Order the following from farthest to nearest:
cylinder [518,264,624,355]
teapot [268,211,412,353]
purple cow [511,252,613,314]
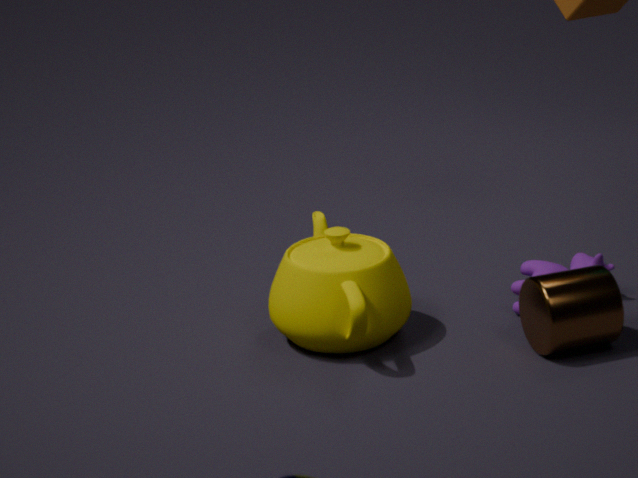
purple cow [511,252,613,314]
teapot [268,211,412,353]
cylinder [518,264,624,355]
